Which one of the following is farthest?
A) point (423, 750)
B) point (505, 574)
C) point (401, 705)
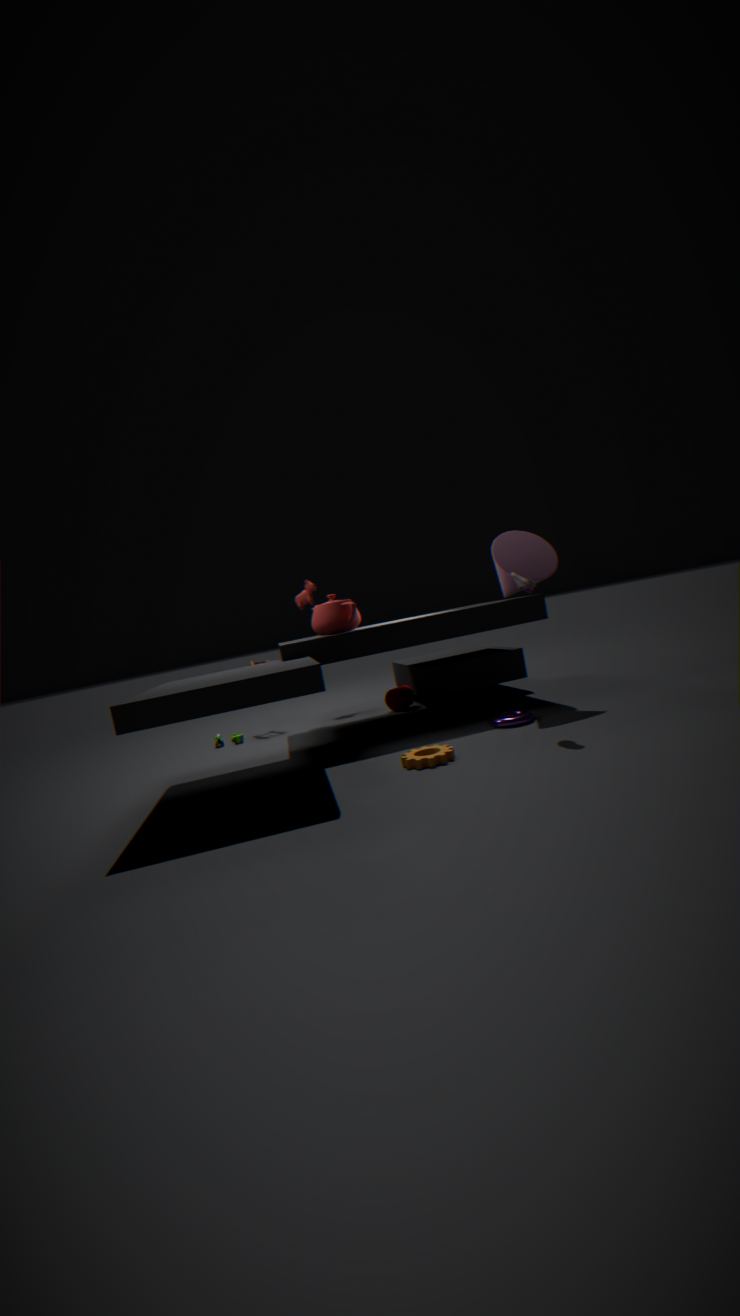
point (401, 705)
